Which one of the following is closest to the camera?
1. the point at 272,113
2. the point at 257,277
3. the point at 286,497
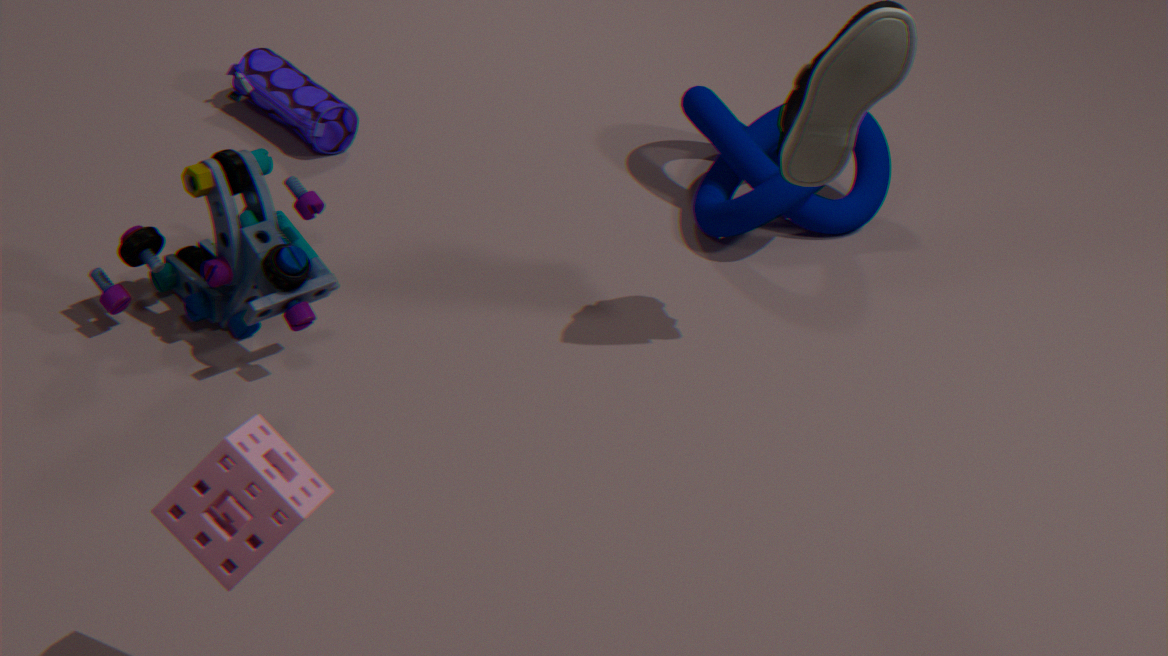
the point at 286,497
